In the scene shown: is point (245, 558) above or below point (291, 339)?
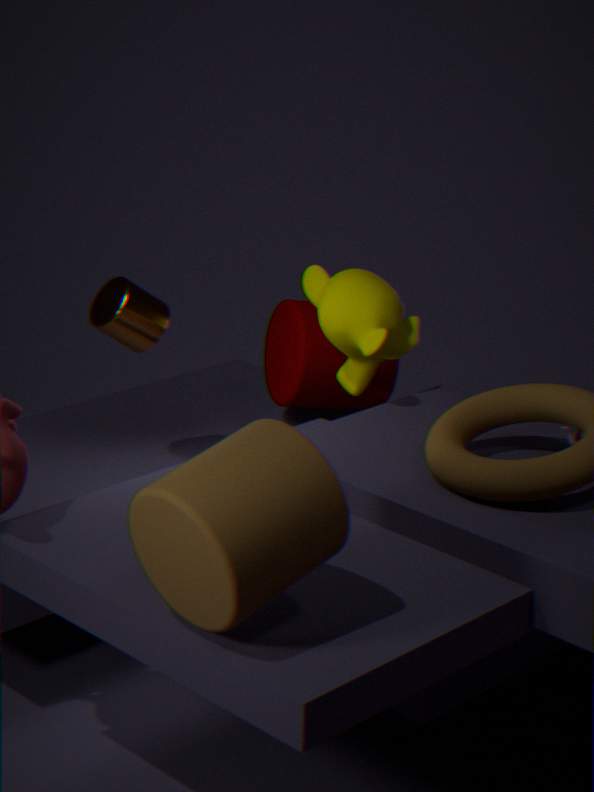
above
